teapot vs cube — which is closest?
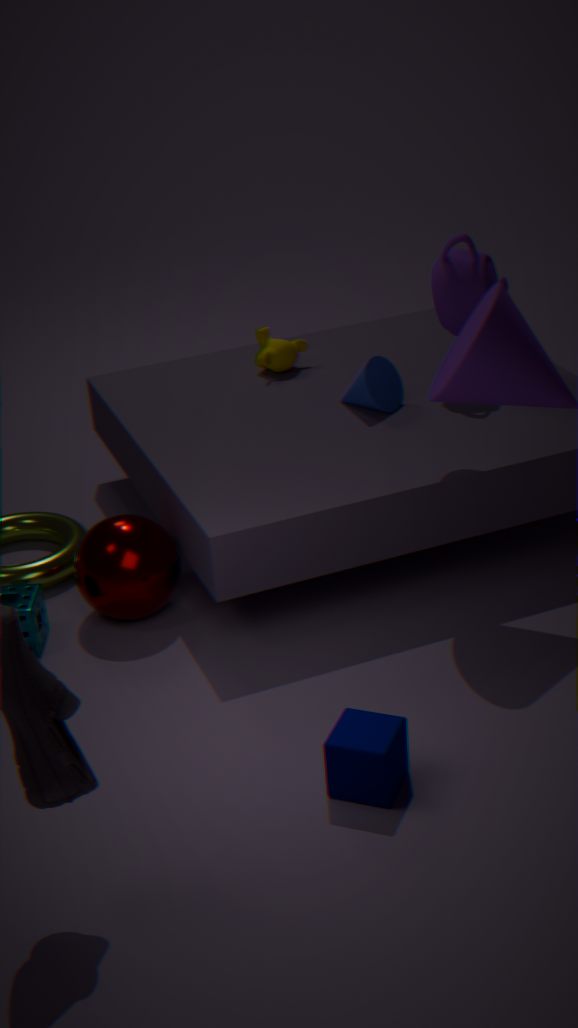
cube
